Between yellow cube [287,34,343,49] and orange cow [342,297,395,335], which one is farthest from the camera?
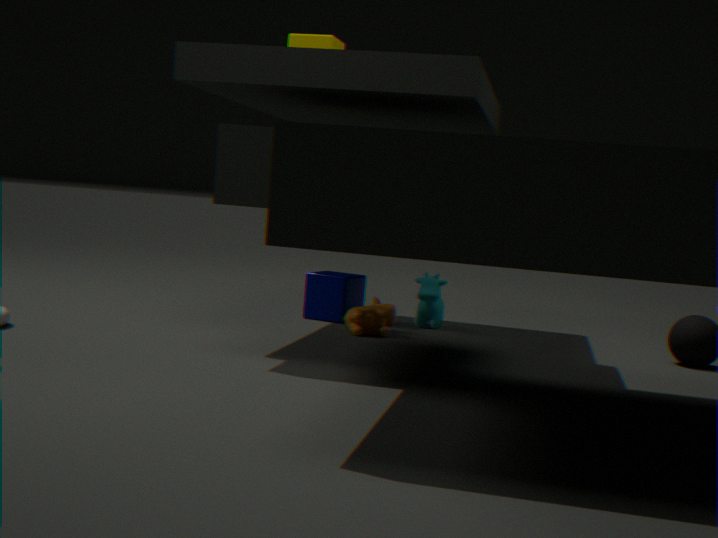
yellow cube [287,34,343,49]
